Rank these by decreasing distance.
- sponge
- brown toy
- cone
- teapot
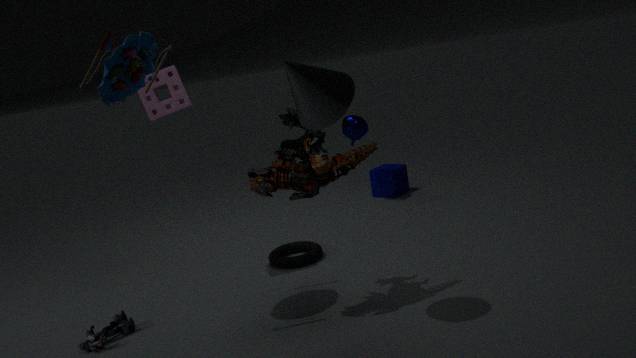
teapot < sponge < brown toy < cone
